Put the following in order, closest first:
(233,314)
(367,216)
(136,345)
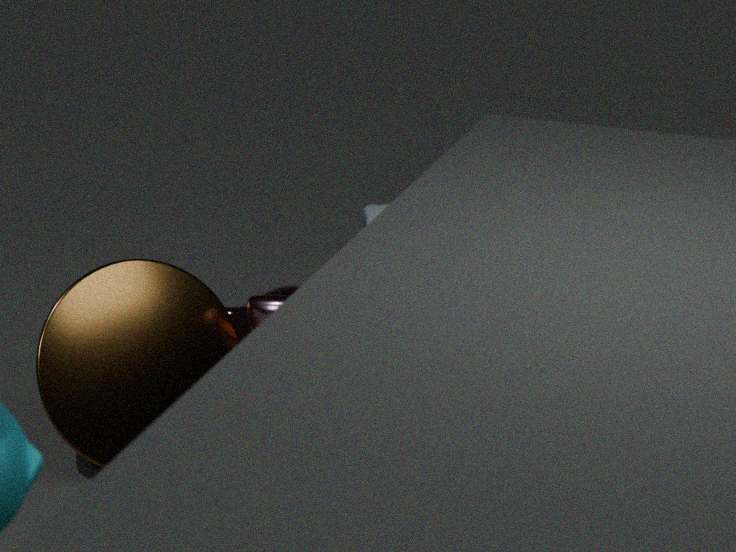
1. (136,345)
2. (233,314)
3. (367,216)
